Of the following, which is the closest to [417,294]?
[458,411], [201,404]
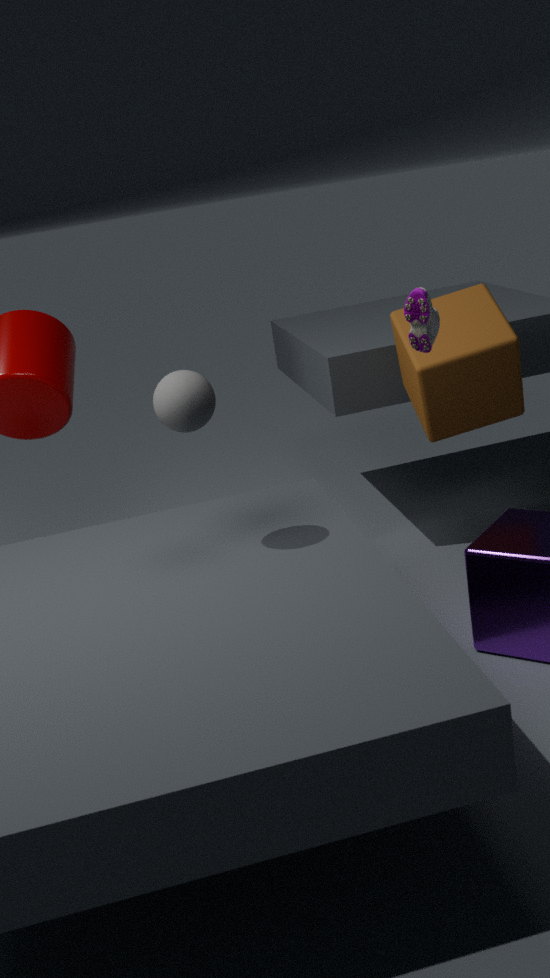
[458,411]
